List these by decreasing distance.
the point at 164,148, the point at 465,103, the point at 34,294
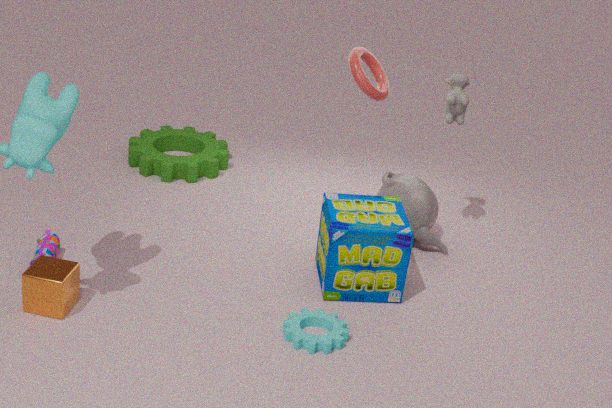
1. the point at 164,148
2. the point at 465,103
3. the point at 34,294
